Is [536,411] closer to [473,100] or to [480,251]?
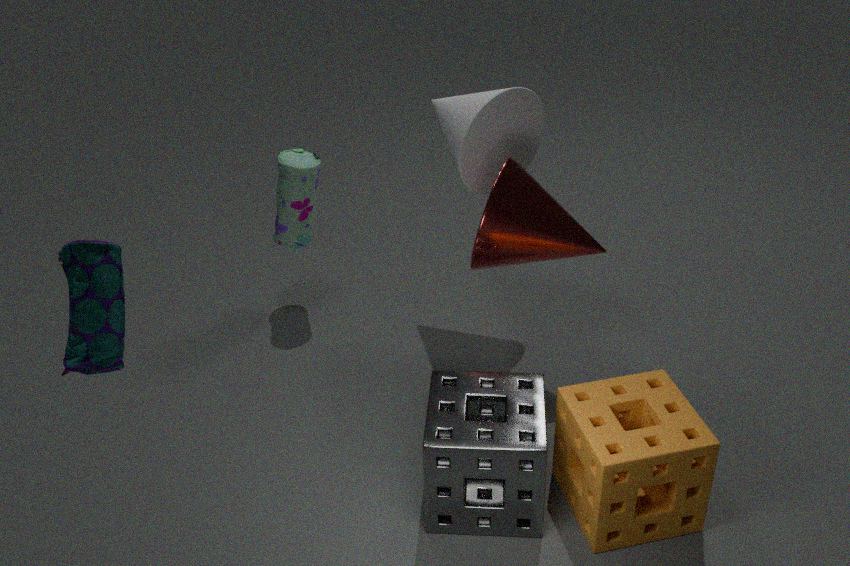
[480,251]
